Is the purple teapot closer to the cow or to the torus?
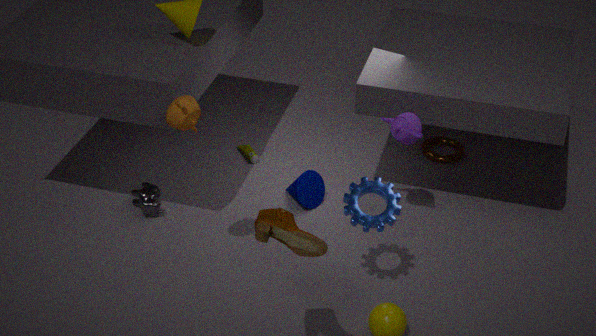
the torus
